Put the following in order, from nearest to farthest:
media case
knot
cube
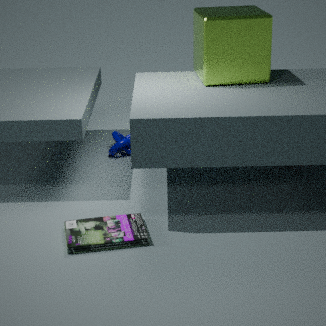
media case, cube, knot
